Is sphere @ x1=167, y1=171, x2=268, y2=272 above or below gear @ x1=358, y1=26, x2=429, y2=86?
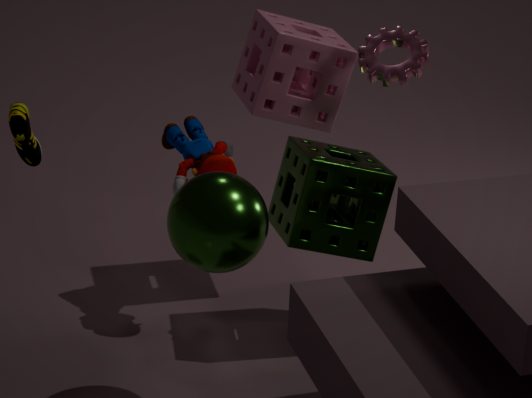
below
